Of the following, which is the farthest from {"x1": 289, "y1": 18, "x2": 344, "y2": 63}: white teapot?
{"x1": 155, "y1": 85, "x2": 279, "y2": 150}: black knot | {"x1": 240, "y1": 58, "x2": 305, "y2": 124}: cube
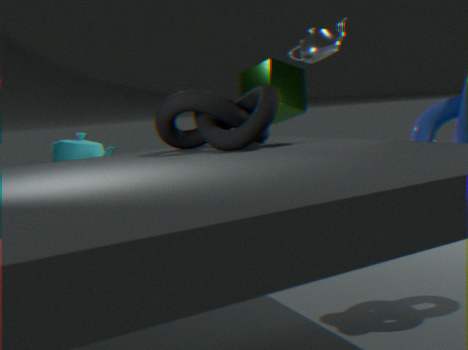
{"x1": 240, "y1": 58, "x2": 305, "y2": 124}: cube
